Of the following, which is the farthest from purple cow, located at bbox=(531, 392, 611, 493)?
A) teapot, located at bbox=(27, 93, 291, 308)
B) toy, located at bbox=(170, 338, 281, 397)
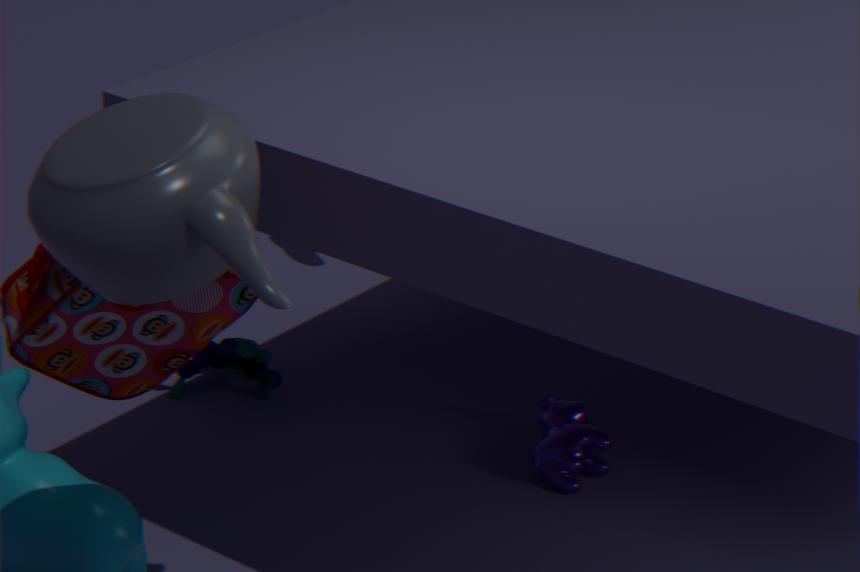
teapot, located at bbox=(27, 93, 291, 308)
